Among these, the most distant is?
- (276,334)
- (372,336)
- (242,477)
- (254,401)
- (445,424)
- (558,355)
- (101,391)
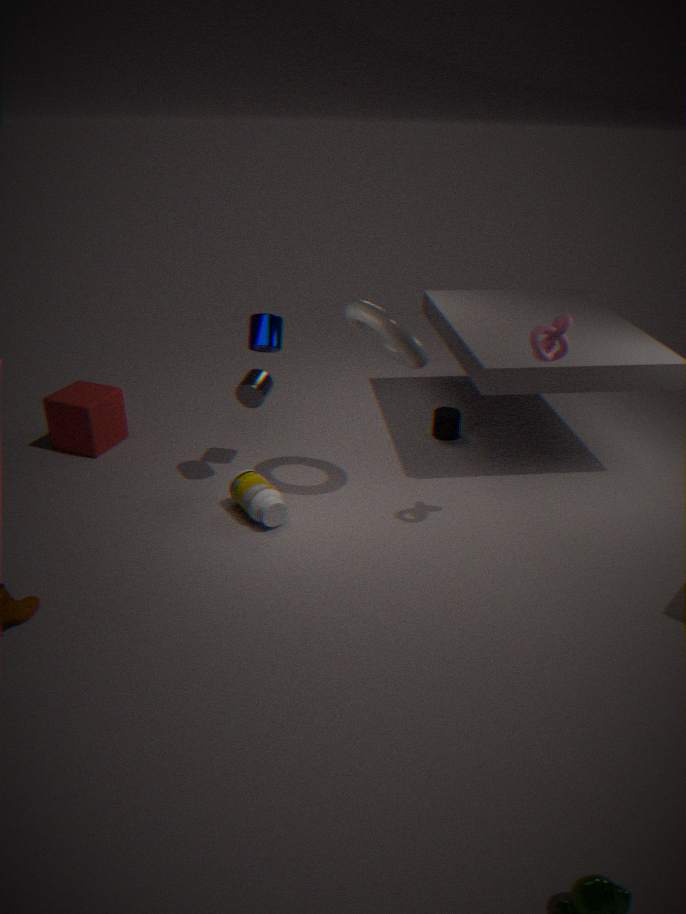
(445,424)
